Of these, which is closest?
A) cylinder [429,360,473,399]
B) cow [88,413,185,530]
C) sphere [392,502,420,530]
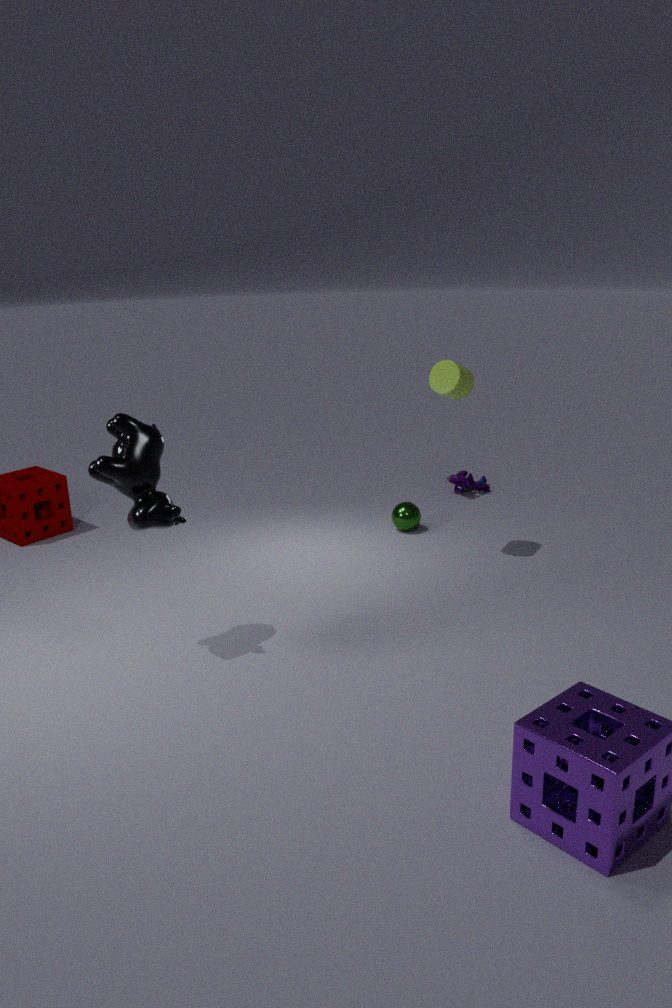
cow [88,413,185,530]
